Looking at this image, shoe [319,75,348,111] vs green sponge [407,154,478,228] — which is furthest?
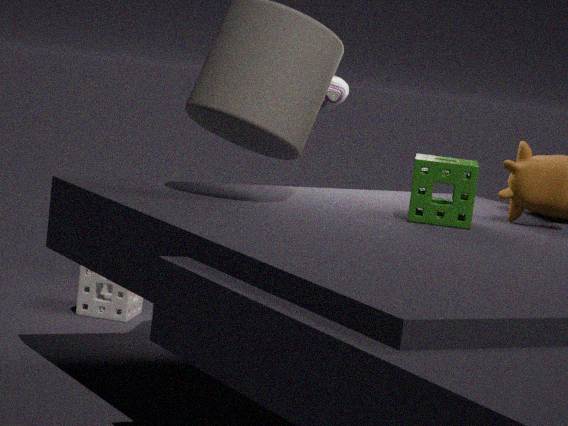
shoe [319,75,348,111]
